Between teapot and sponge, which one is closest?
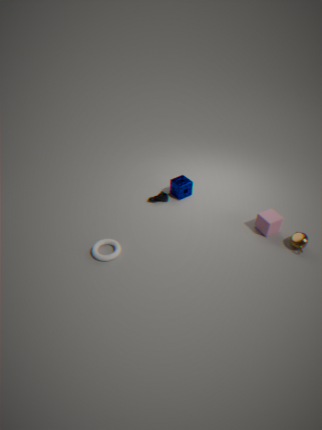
teapot
